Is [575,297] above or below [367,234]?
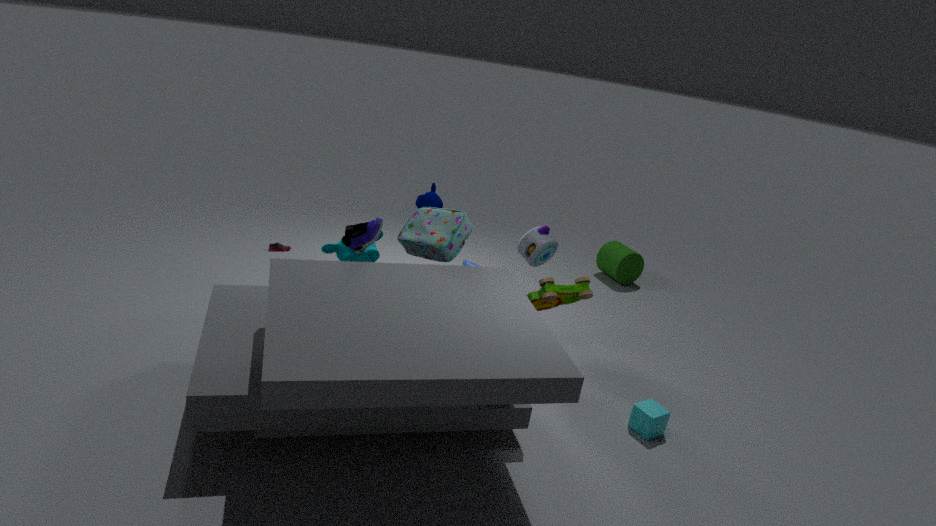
below
